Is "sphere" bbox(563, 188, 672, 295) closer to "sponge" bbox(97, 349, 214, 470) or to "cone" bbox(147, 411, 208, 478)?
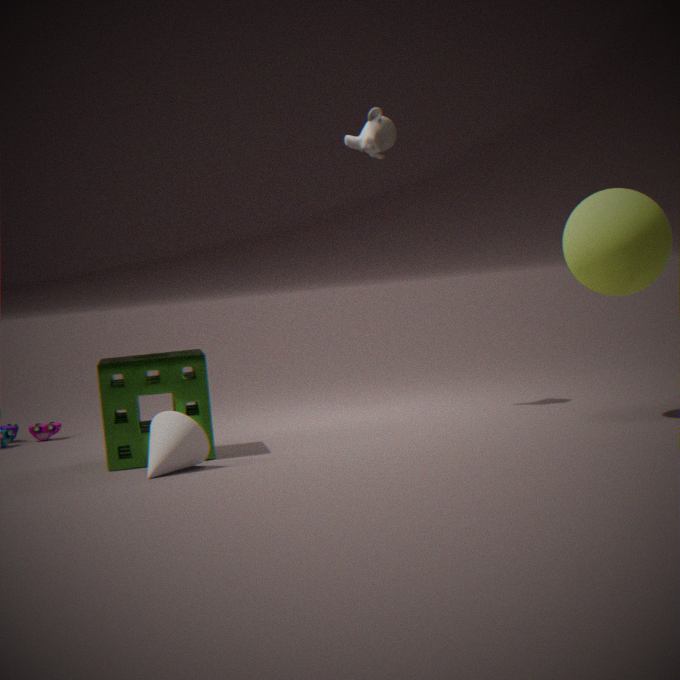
"sponge" bbox(97, 349, 214, 470)
